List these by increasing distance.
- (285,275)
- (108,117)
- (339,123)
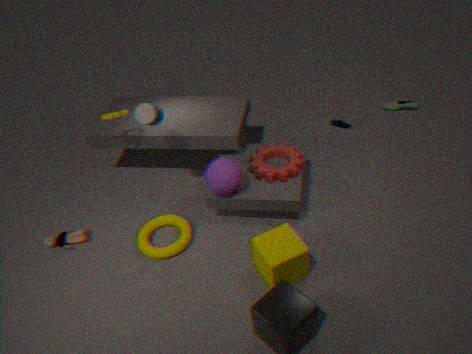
1. (285,275)
2. (108,117)
3. (339,123)
